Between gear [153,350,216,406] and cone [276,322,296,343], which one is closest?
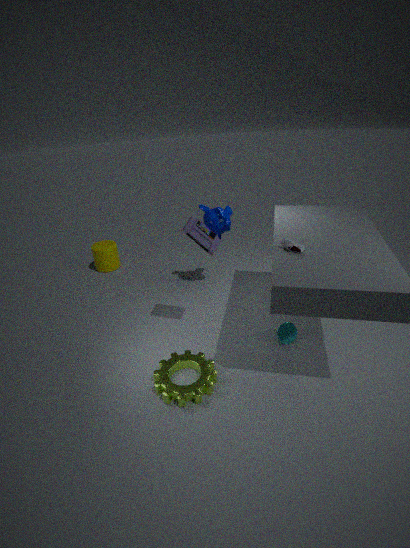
gear [153,350,216,406]
